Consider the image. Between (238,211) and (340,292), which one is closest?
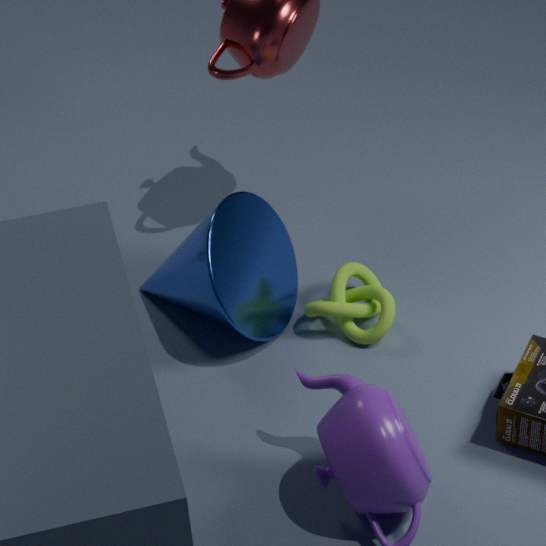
(238,211)
